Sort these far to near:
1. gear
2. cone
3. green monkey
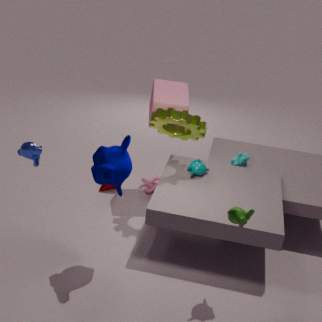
1. cone
2. gear
3. green monkey
